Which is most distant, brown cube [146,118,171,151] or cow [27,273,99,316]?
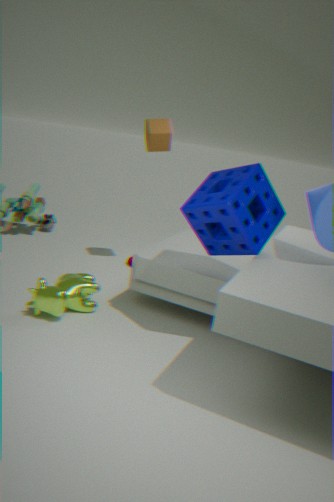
brown cube [146,118,171,151]
